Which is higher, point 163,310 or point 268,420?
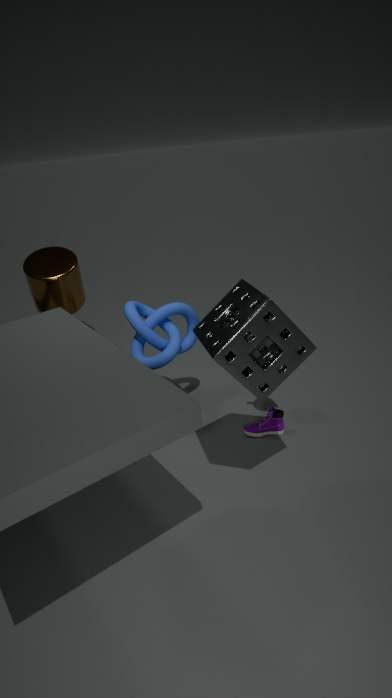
point 163,310
